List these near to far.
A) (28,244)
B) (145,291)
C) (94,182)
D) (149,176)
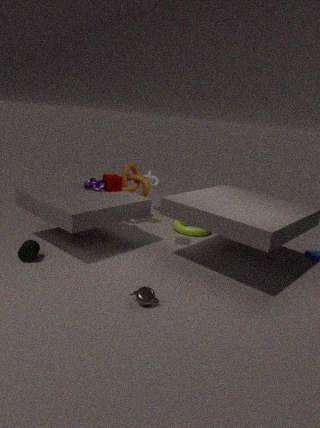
(145,291)
(28,244)
(94,182)
(149,176)
